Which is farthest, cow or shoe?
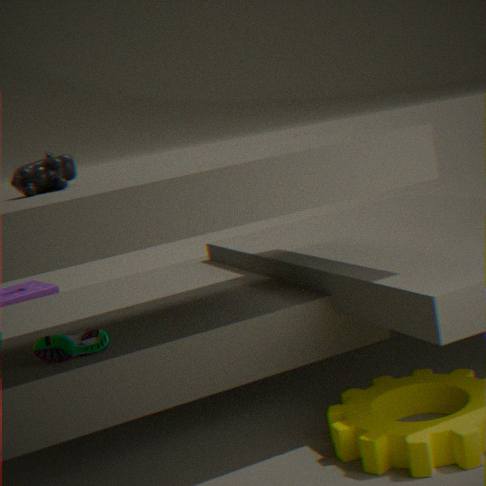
cow
